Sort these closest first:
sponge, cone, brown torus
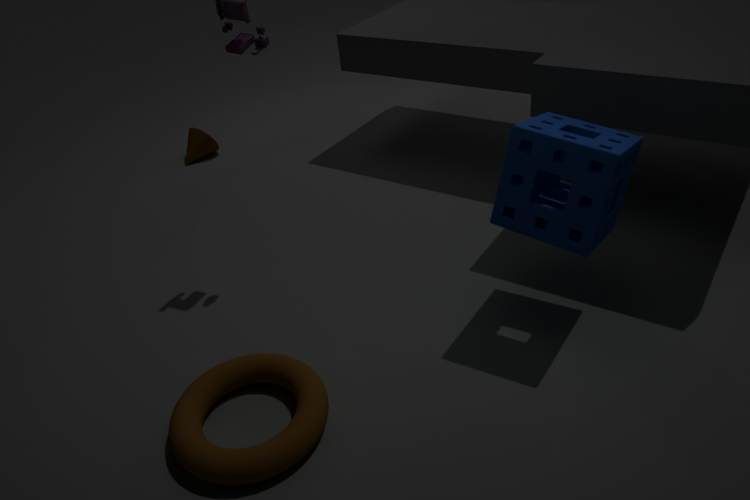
brown torus
sponge
cone
